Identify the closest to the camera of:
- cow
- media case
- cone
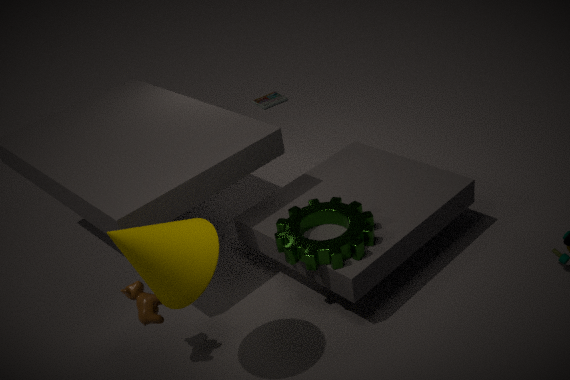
cone
